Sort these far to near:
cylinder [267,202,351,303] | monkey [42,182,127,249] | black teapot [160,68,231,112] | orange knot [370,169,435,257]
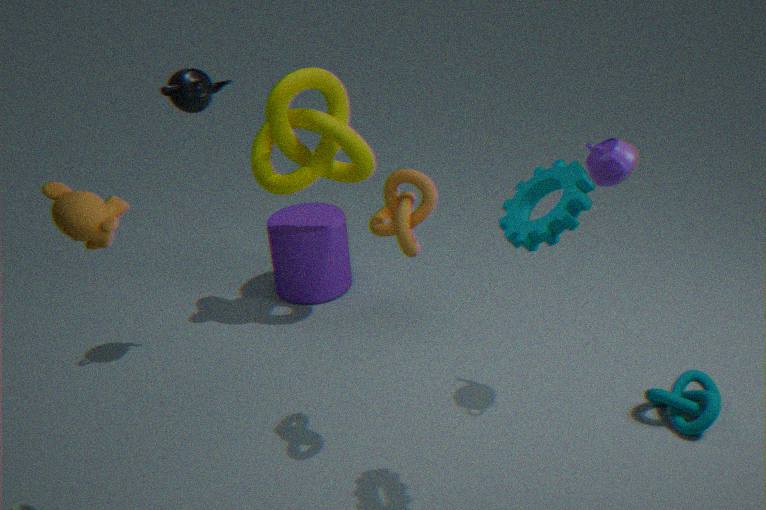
cylinder [267,202,351,303]
black teapot [160,68,231,112]
orange knot [370,169,435,257]
monkey [42,182,127,249]
